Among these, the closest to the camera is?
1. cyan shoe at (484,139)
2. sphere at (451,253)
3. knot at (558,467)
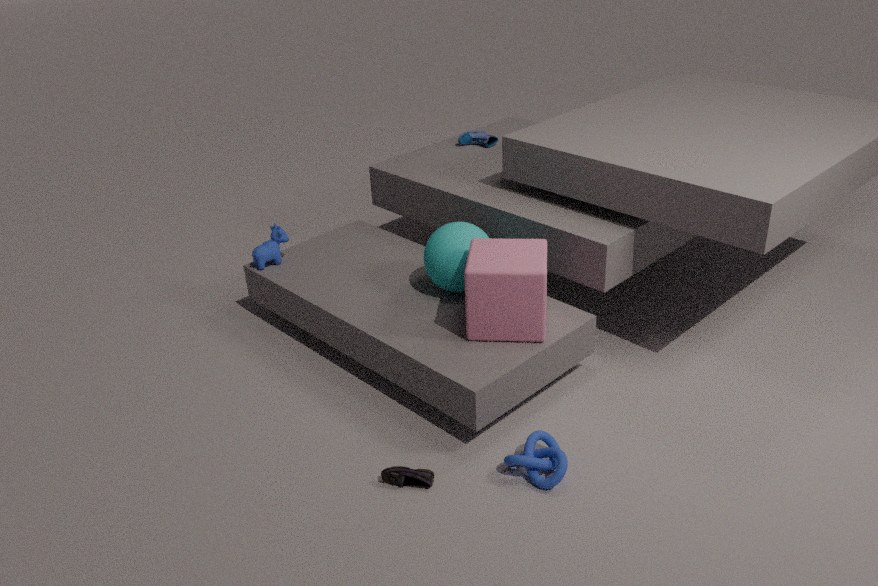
knot at (558,467)
